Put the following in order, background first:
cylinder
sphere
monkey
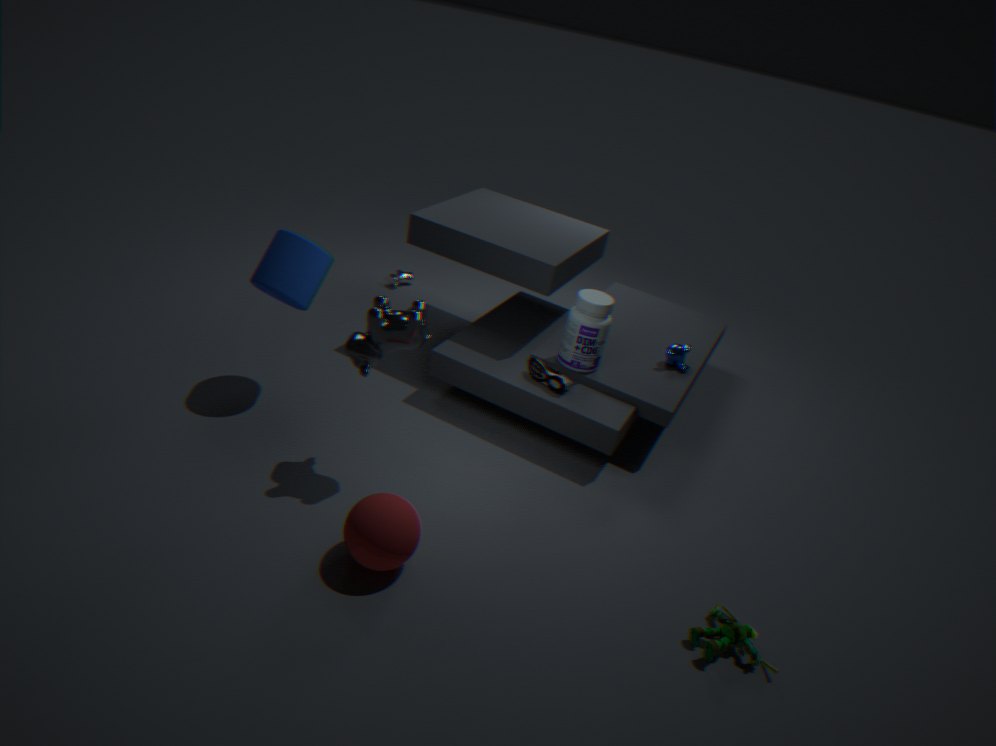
monkey, cylinder, sphere
